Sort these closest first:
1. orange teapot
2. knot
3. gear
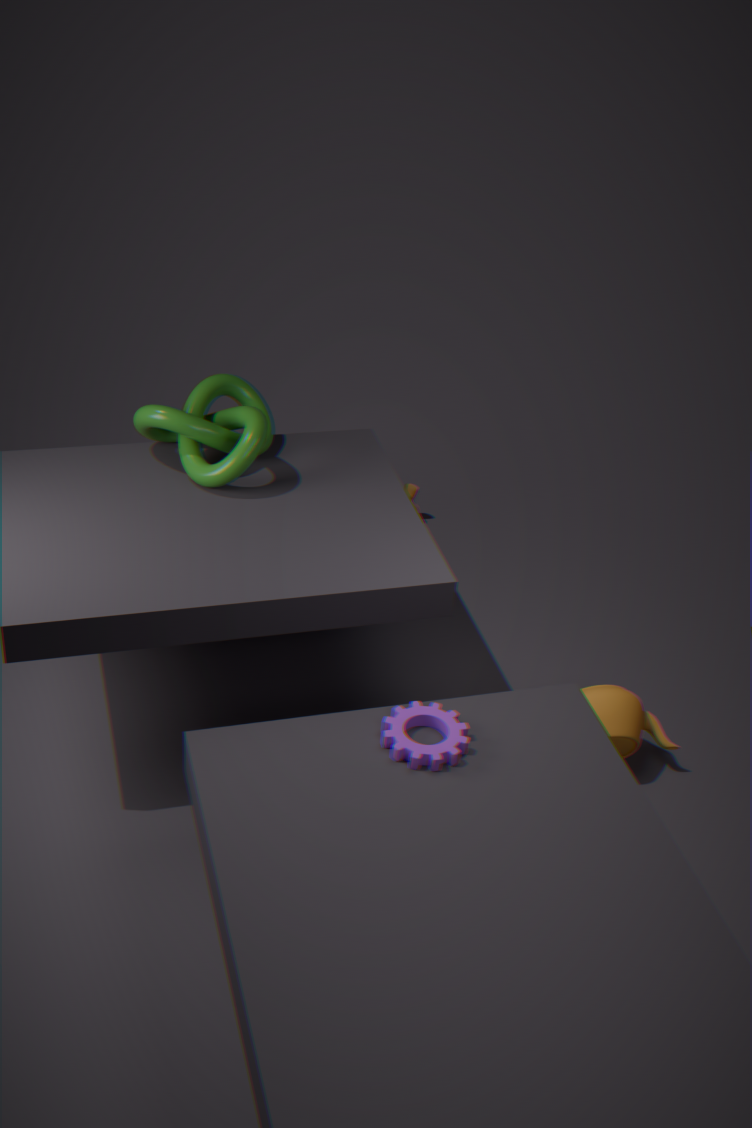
gear → orange teapot → knot
